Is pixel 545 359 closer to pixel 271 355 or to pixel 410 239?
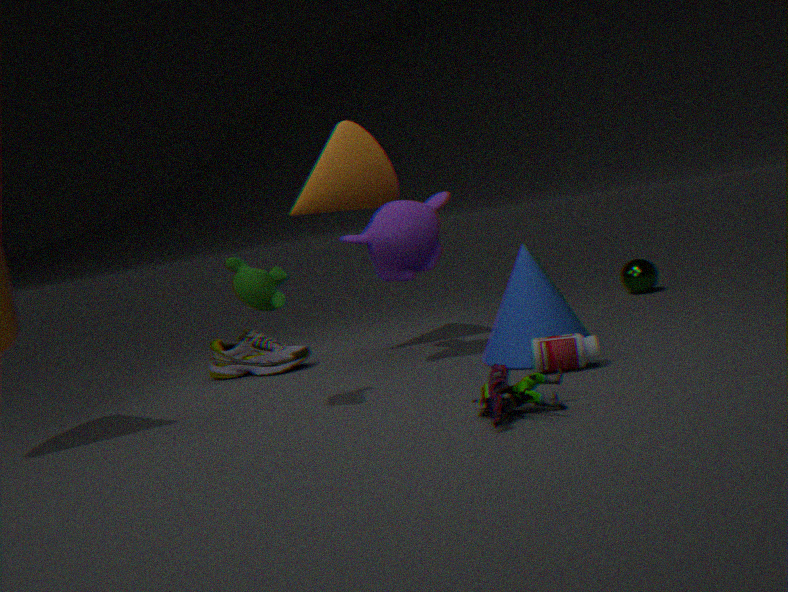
pixel 410 239
